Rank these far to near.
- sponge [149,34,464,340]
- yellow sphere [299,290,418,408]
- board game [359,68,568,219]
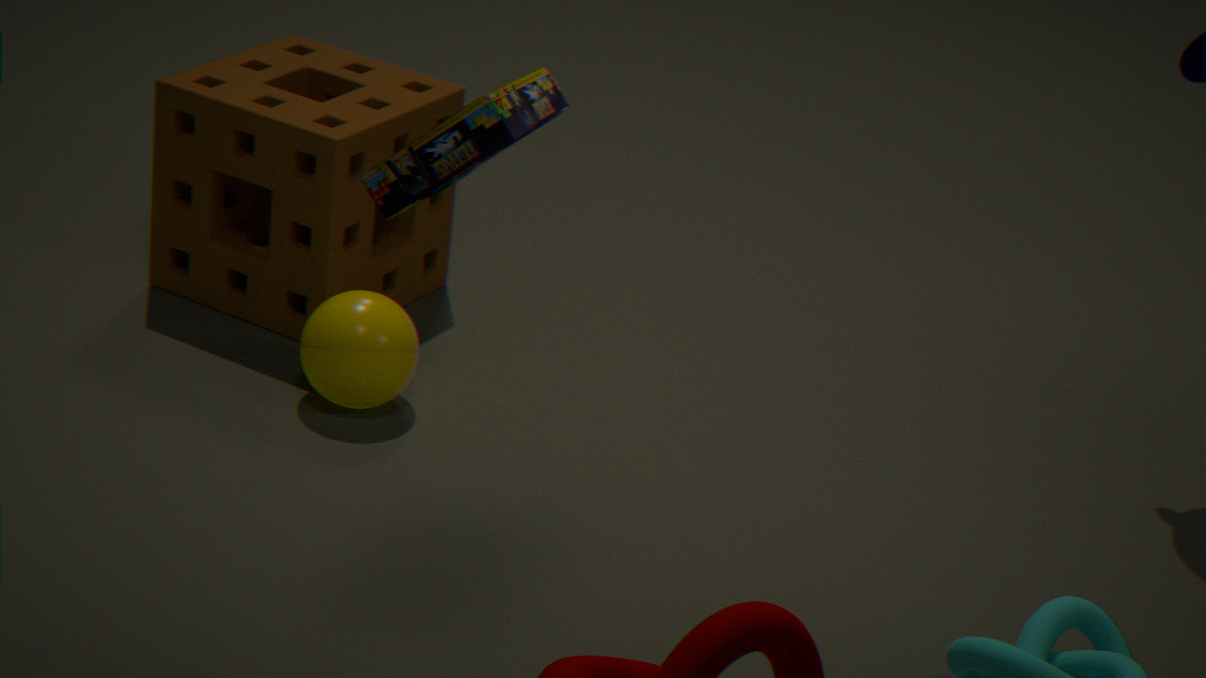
sponge [149,34,464,340], yellow sphere [299,290,418,408], board game [359,68,568,219]
